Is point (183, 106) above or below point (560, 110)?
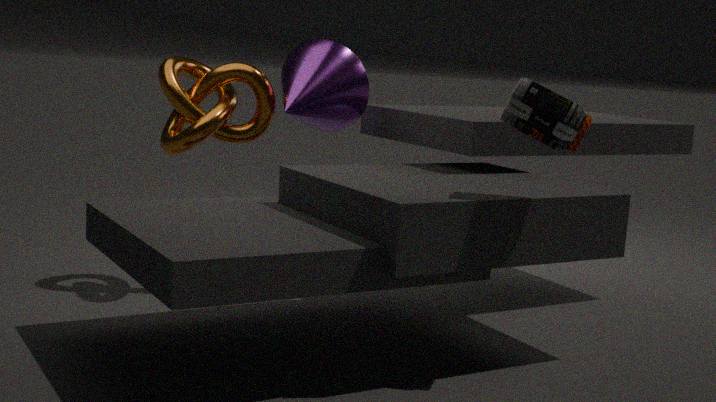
below
